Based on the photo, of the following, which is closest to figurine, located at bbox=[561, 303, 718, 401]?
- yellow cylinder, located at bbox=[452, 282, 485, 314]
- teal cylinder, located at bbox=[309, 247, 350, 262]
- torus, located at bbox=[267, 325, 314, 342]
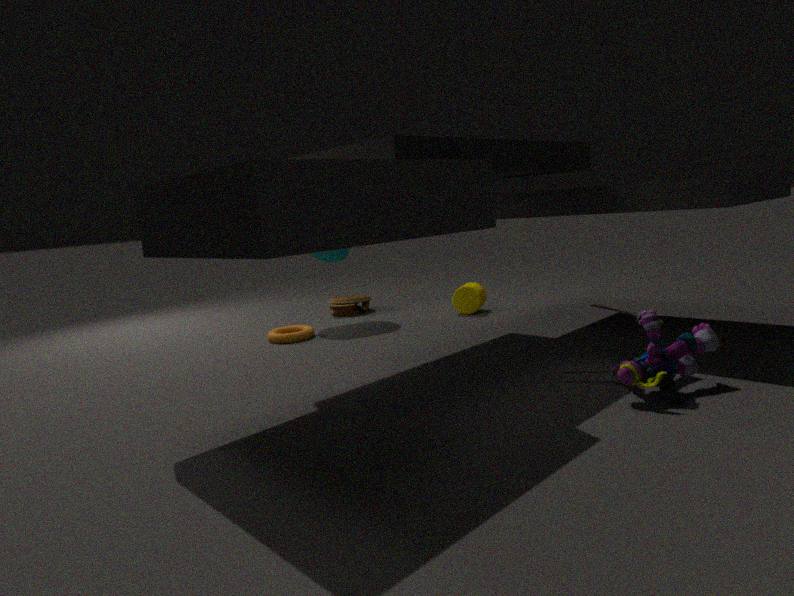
yellow cylinder, located at bbox=[452, 282, 485, 314]
